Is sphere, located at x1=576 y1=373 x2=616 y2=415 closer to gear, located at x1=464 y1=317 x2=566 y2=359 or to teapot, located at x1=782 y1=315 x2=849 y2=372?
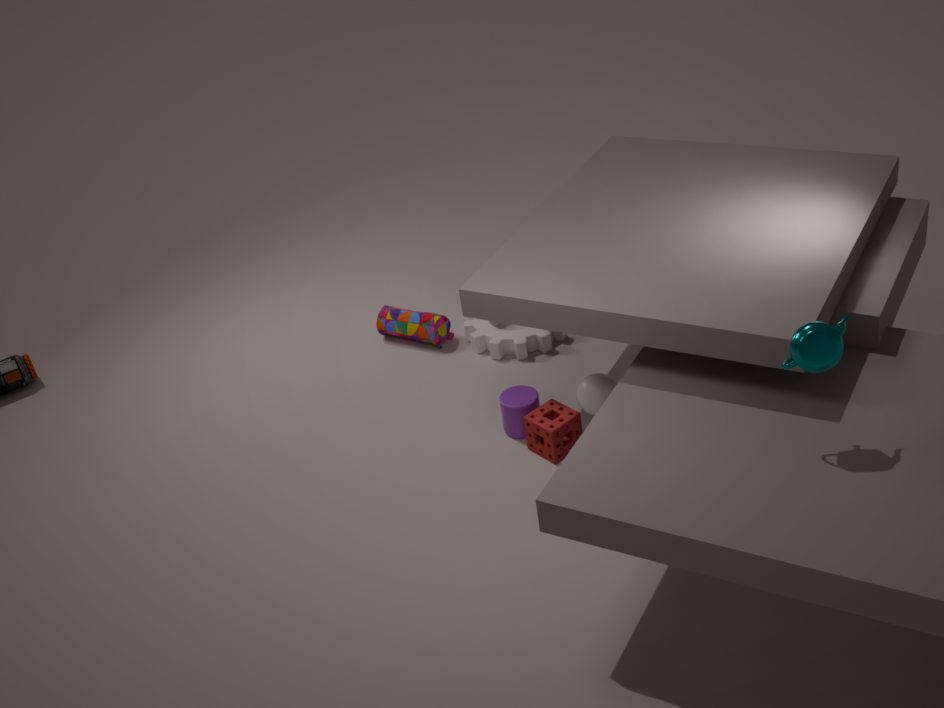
gear, located at x1=464 y1=317 x2=566 y2=359
